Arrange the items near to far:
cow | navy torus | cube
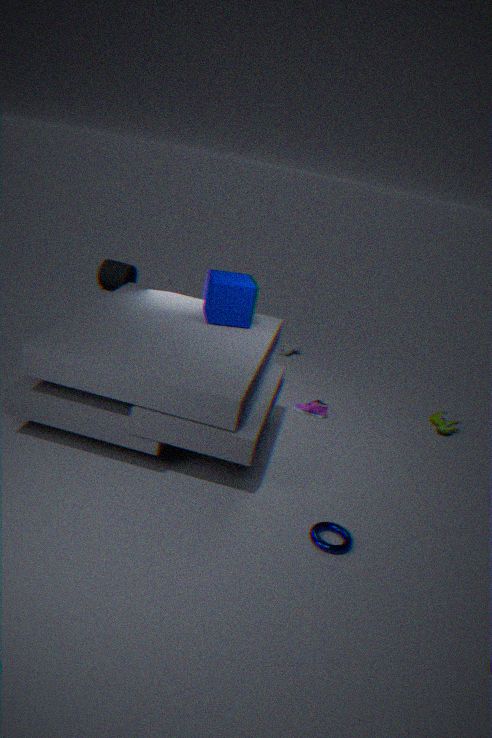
navy torus < cube < cow
